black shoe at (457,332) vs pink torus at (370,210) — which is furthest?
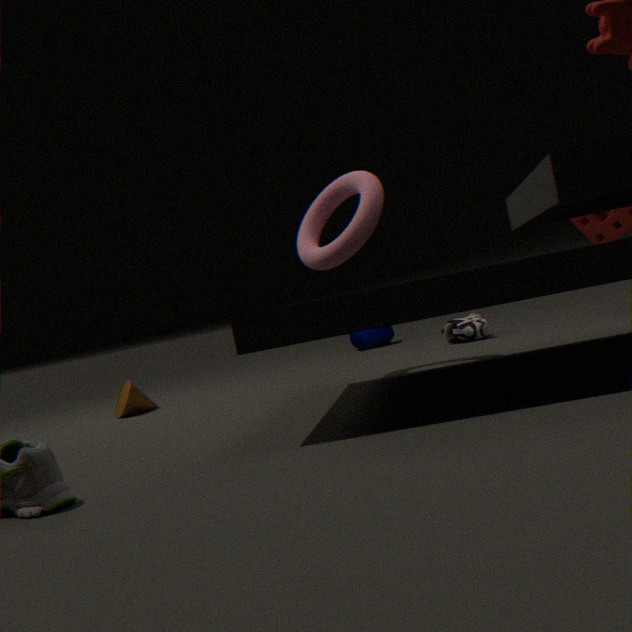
black shoe at (457,332)
